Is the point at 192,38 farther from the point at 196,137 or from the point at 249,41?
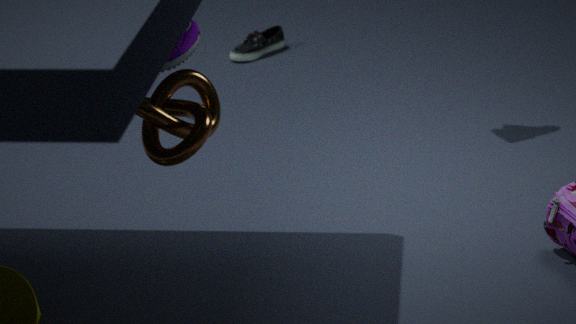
the point at 249,41
